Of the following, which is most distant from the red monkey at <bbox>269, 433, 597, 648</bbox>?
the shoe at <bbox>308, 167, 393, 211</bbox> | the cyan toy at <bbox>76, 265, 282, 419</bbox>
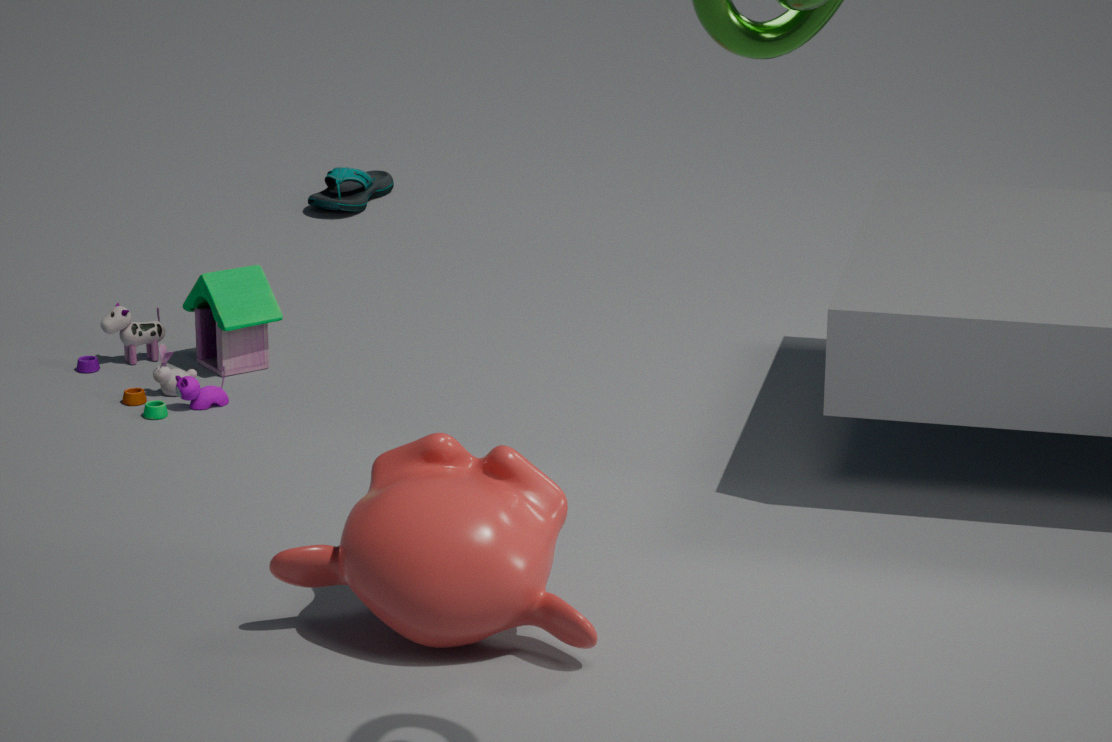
the shoe at <bbox>308, 167, 393, 211</bbox>
